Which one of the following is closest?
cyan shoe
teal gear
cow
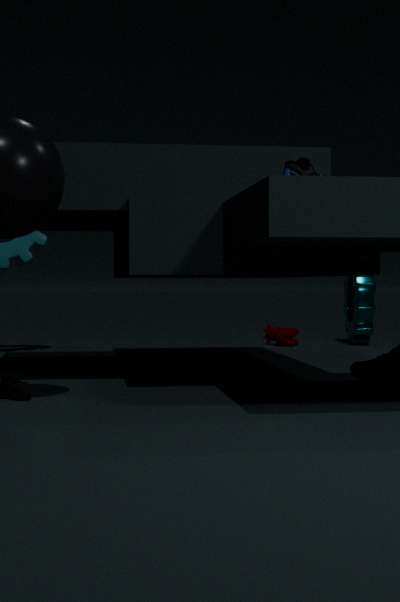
cyan shoe
